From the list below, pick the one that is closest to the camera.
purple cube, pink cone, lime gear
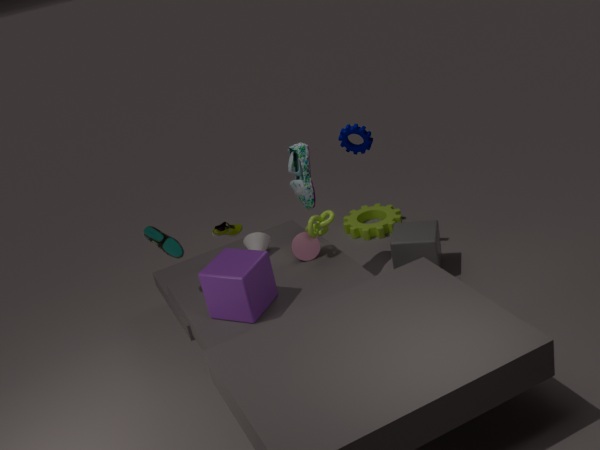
purple cube
